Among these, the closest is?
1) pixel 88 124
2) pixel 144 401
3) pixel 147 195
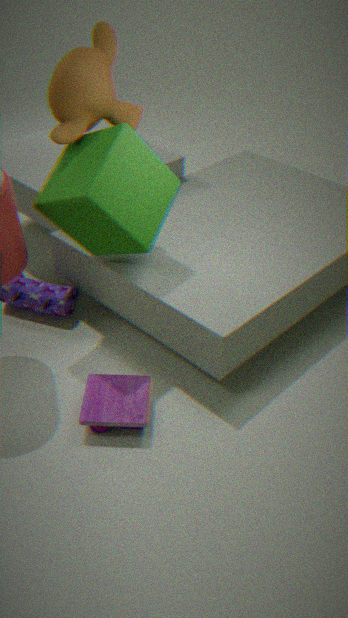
2
